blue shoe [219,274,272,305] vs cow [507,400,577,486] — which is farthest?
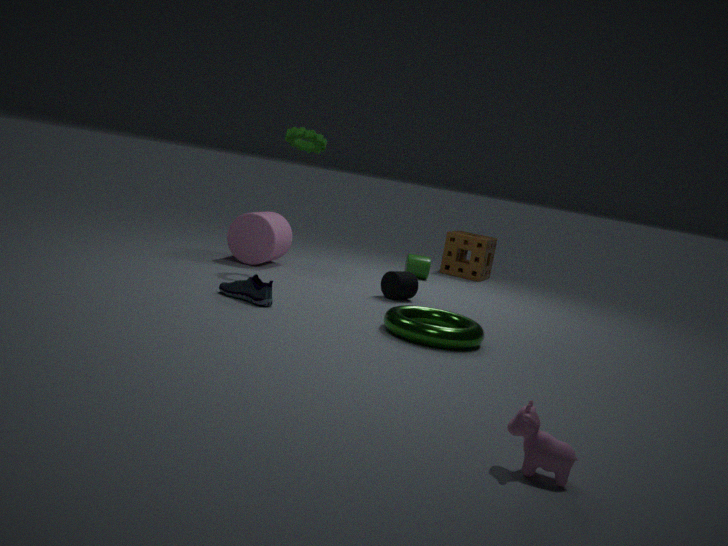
blue shoe [219,274,272,305]
